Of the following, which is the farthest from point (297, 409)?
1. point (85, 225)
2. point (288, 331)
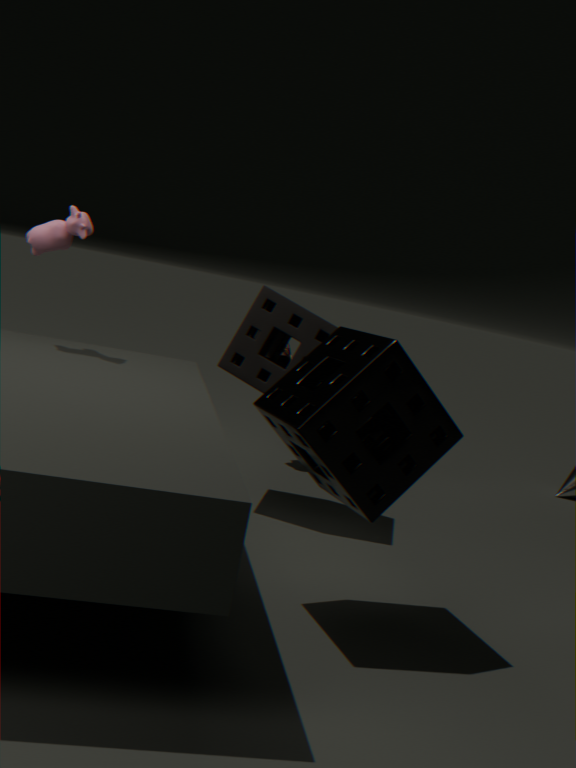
point (85, 225)
